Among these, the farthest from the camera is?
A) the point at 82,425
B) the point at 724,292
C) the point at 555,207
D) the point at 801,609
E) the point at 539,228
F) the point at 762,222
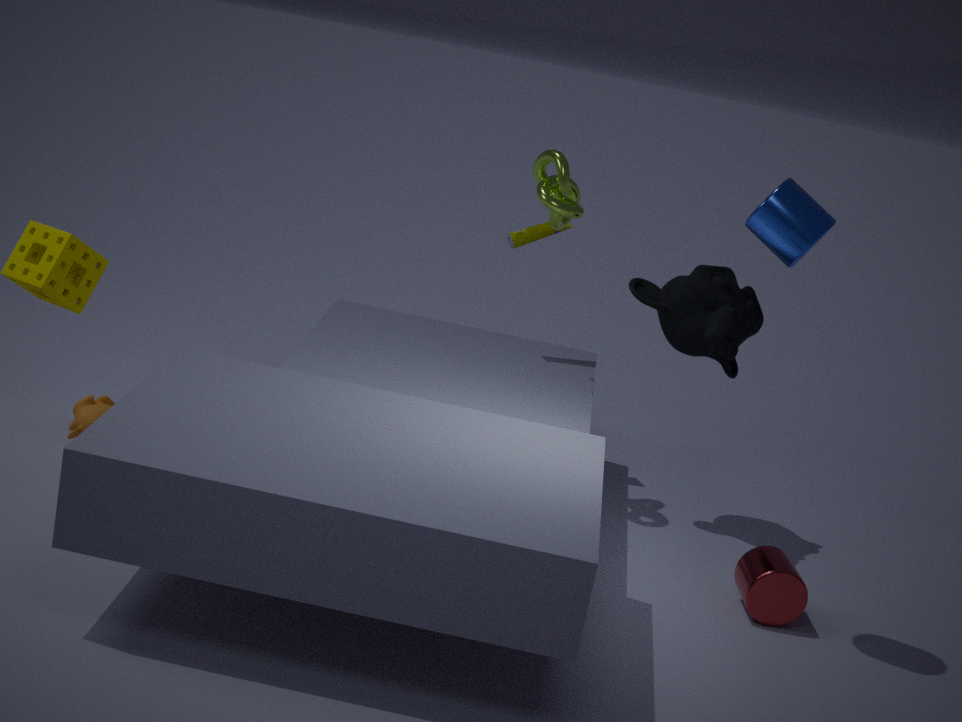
the point at 539,228
